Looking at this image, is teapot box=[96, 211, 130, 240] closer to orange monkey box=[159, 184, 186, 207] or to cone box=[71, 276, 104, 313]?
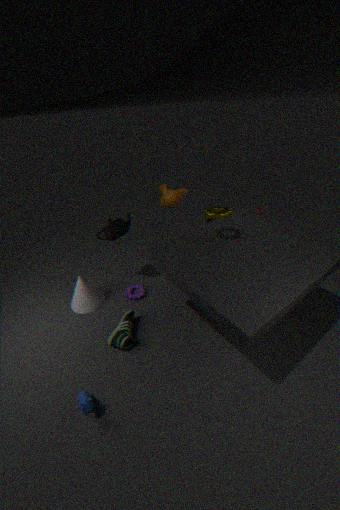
cone box=[71, 276, 104, 313]
